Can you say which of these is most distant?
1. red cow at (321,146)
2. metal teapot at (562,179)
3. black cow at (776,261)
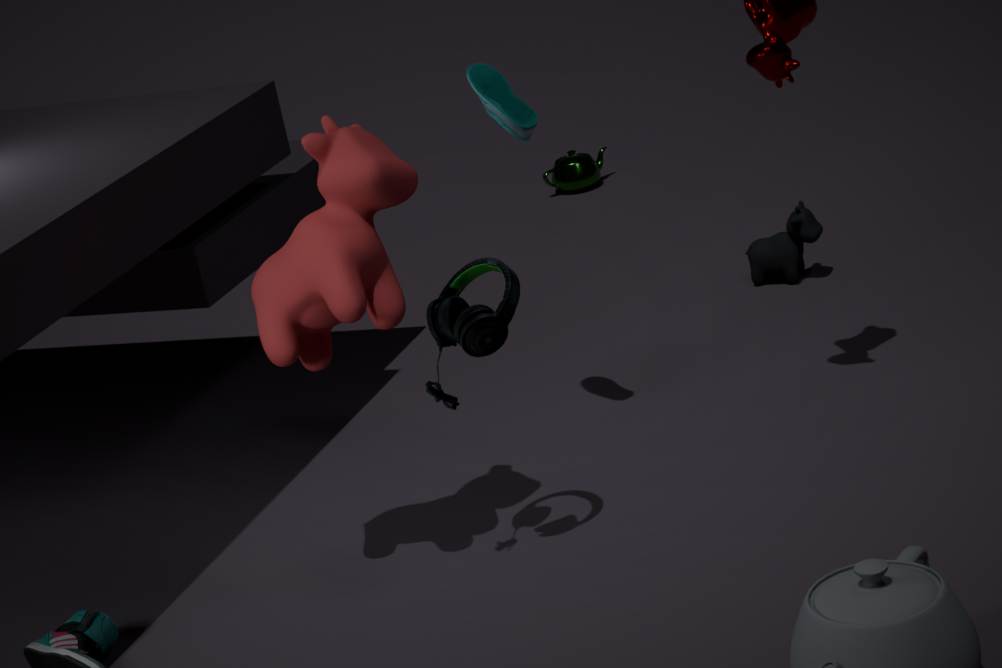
metal teapot at (562,179)
